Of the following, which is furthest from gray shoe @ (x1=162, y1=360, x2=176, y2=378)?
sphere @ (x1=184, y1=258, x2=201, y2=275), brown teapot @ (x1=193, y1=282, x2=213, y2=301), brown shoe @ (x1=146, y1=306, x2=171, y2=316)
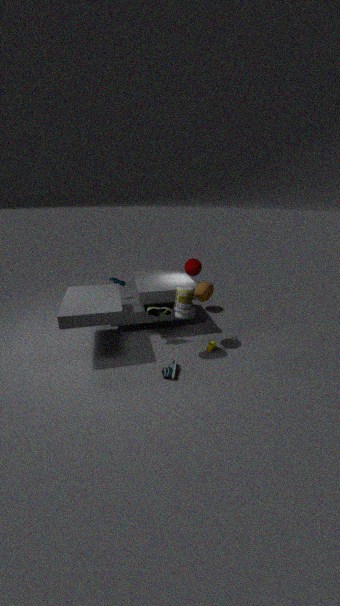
sphere @ (x1=184, y1=258, x2=201, y2=275)
